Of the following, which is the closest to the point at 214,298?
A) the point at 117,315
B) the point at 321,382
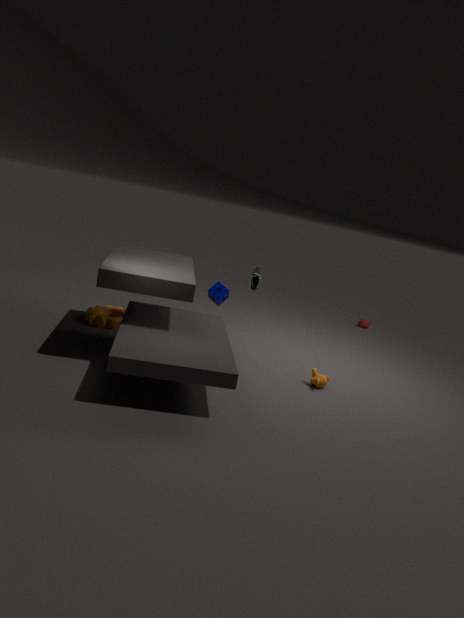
the point at 117,315
